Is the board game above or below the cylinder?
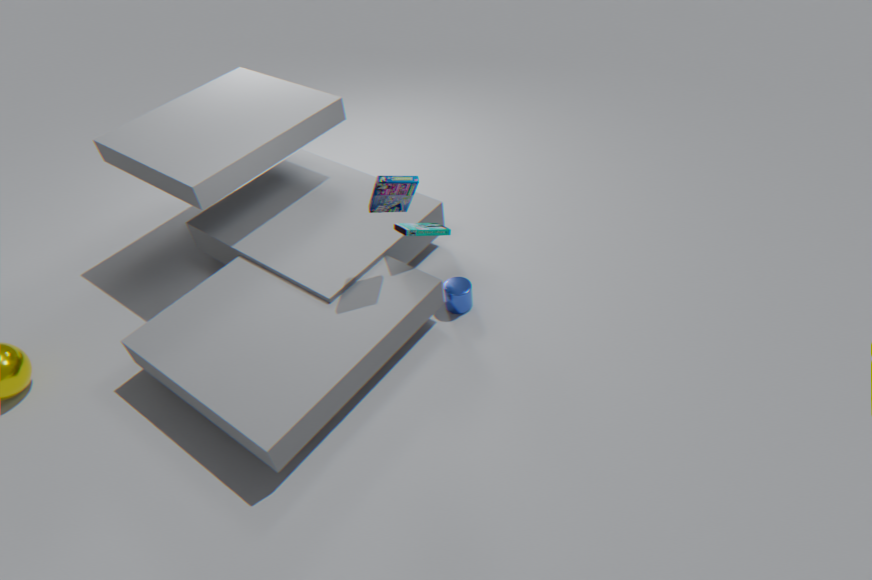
above
